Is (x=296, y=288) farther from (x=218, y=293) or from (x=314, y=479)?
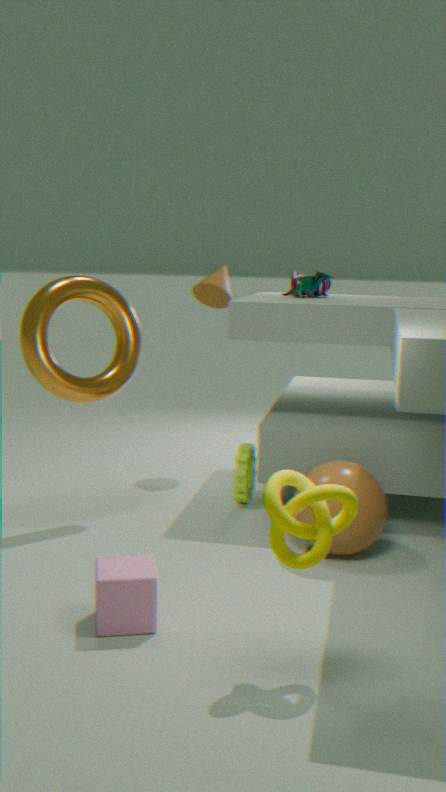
(x=314, y=479)
